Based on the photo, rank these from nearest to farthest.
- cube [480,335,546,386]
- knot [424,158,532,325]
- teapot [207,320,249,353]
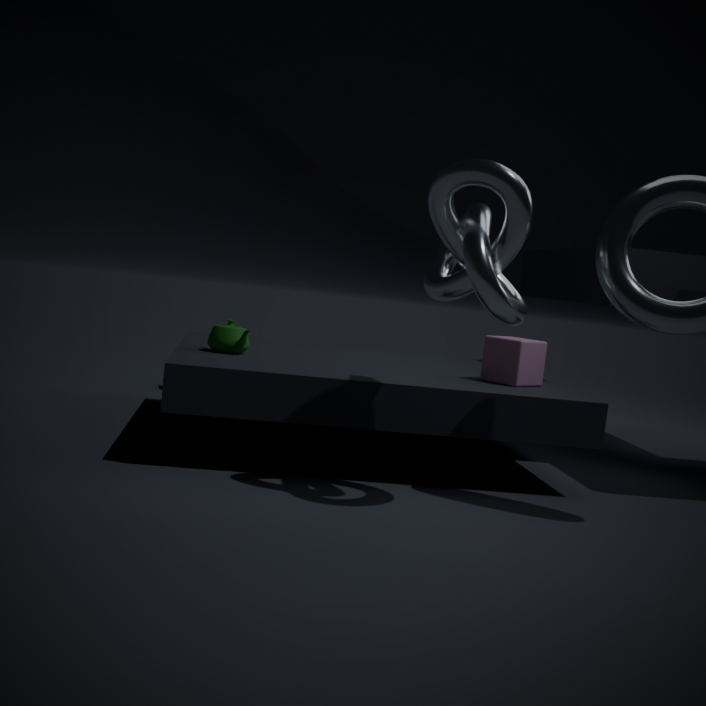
1. knot [424,158,532,325]
2. cube [480,335,546,386]
3. teapot [207,320,249,353]
